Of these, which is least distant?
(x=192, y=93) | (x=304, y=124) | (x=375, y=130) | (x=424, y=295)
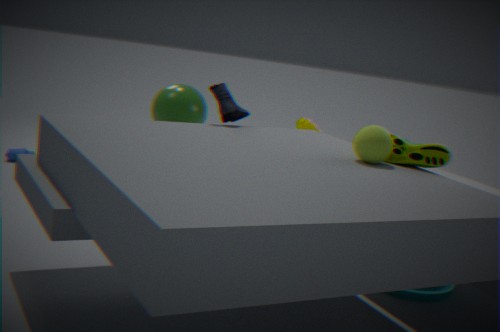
(x=375, y=130)
